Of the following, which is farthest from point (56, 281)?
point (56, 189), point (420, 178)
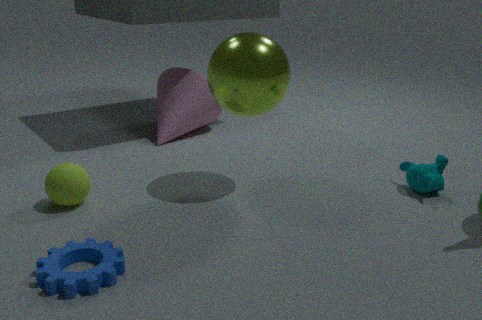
point (420, 178)
